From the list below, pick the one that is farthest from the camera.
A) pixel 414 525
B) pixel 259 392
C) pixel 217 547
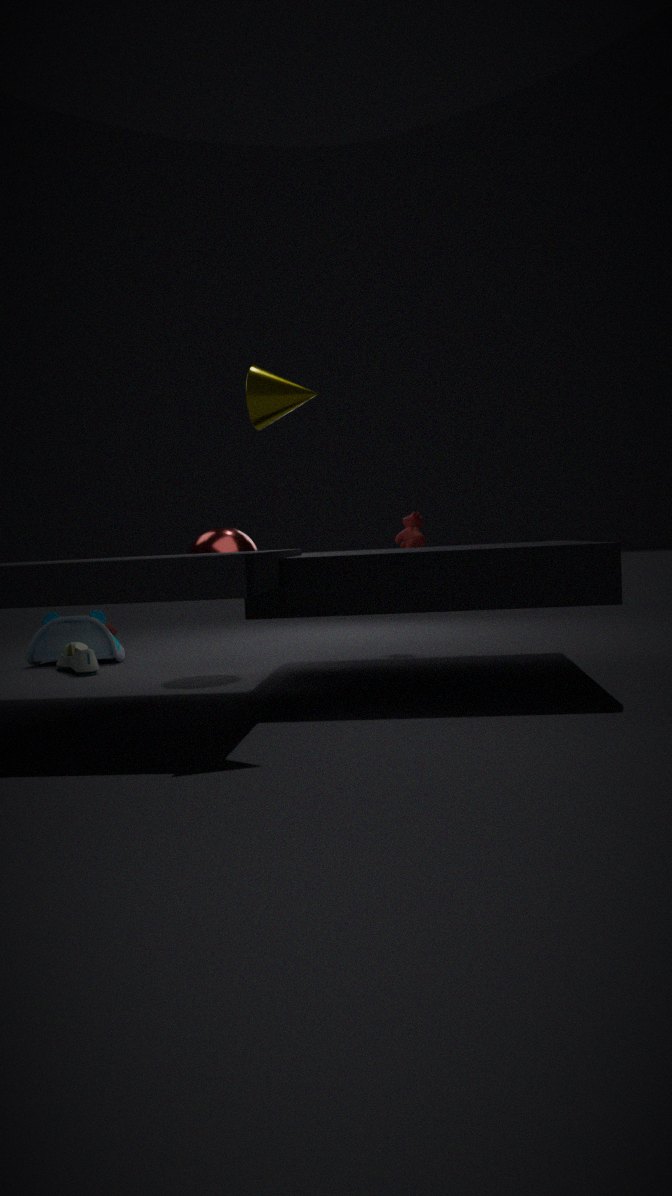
pixel 414 525
